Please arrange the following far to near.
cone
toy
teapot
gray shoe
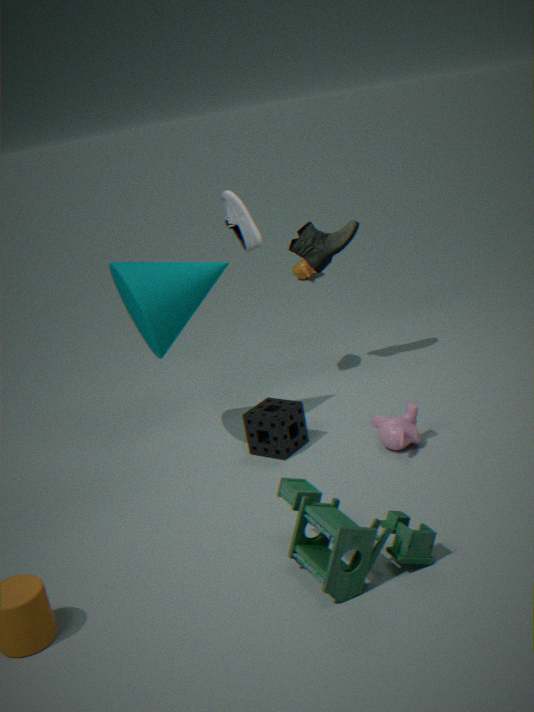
teapot < gray shoe < cone < toy
